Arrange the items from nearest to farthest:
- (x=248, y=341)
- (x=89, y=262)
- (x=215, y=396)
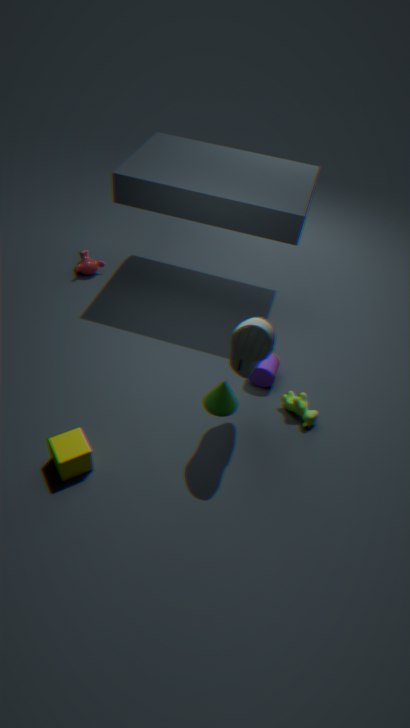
(x=248, y=341)
(x=215, y=396)
(x=89, y=262)
